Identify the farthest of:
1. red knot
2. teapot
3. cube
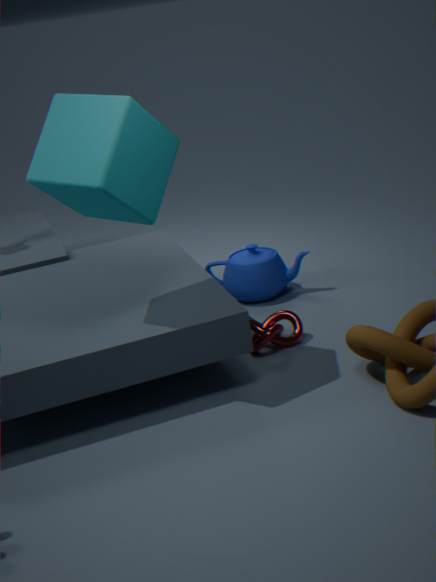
teapot
